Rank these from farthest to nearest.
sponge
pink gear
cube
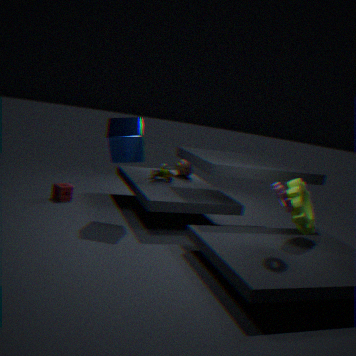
sponge, cube, pink gear
